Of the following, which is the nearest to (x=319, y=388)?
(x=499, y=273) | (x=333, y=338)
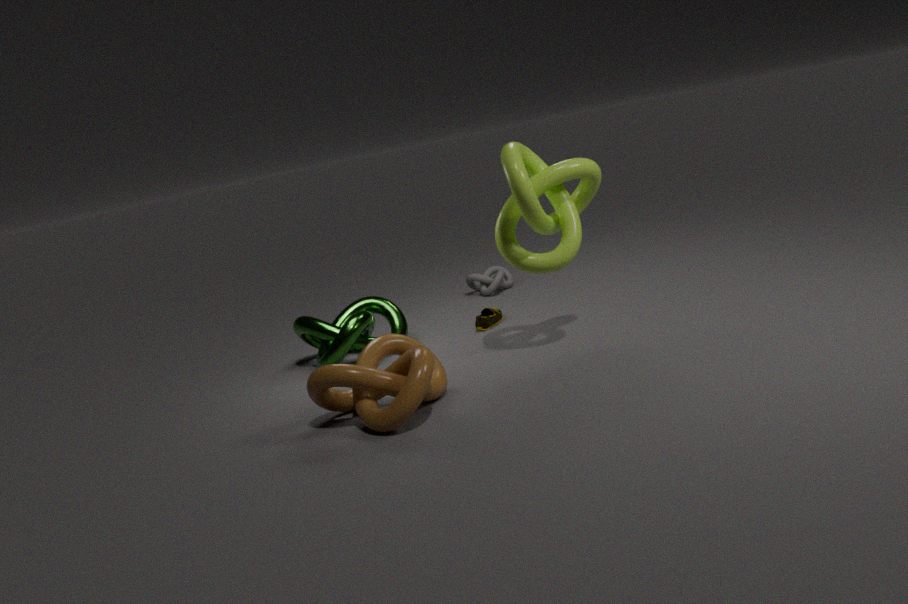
(x=333, y=338)
